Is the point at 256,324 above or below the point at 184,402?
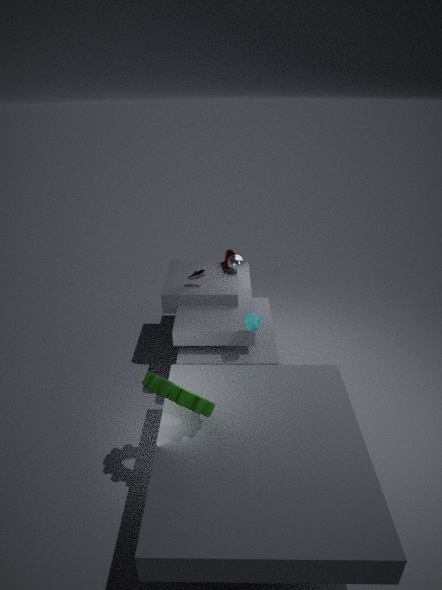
above
